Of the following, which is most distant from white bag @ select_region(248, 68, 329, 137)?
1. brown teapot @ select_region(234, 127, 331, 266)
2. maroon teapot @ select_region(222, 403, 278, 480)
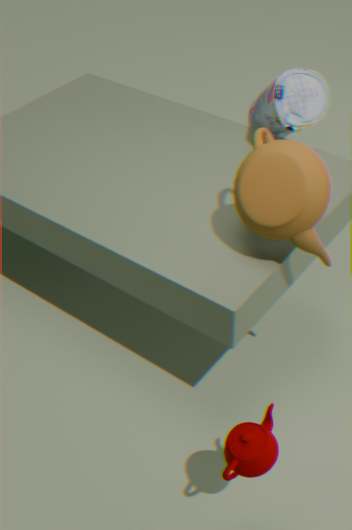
maroon teapot @ select_region(222, 403, 278, 480)
